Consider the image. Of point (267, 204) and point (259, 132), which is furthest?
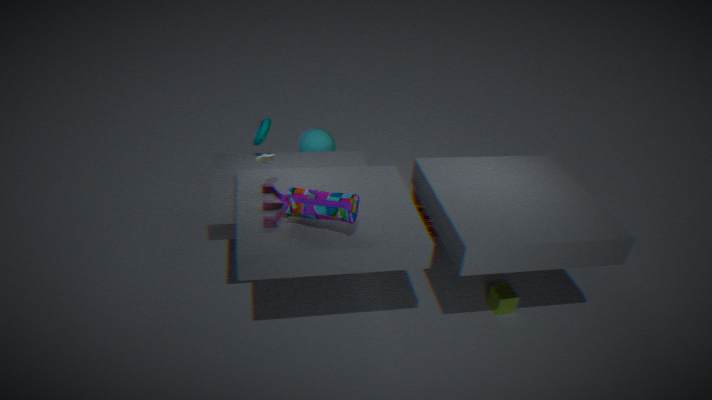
point (259, 132)
